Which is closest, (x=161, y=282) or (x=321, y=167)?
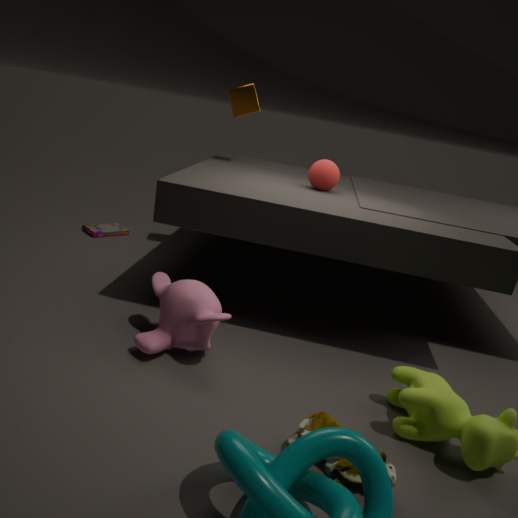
(x=161, y=282)
